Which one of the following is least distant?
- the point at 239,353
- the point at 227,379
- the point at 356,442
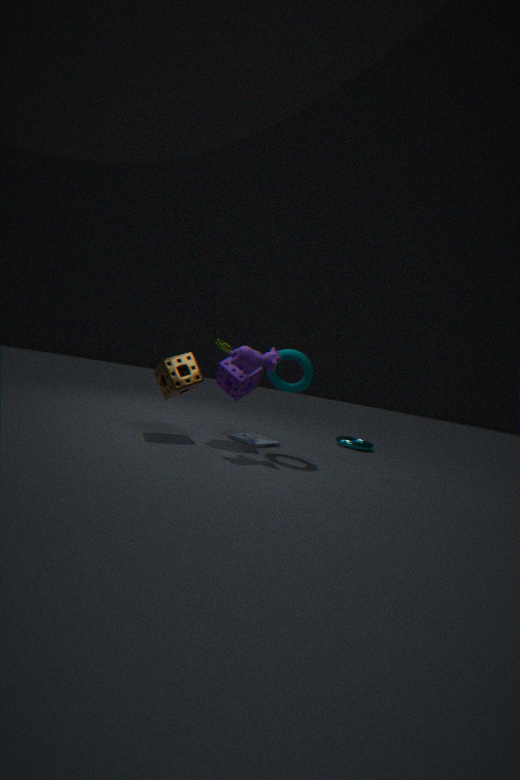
the point at 239,353
